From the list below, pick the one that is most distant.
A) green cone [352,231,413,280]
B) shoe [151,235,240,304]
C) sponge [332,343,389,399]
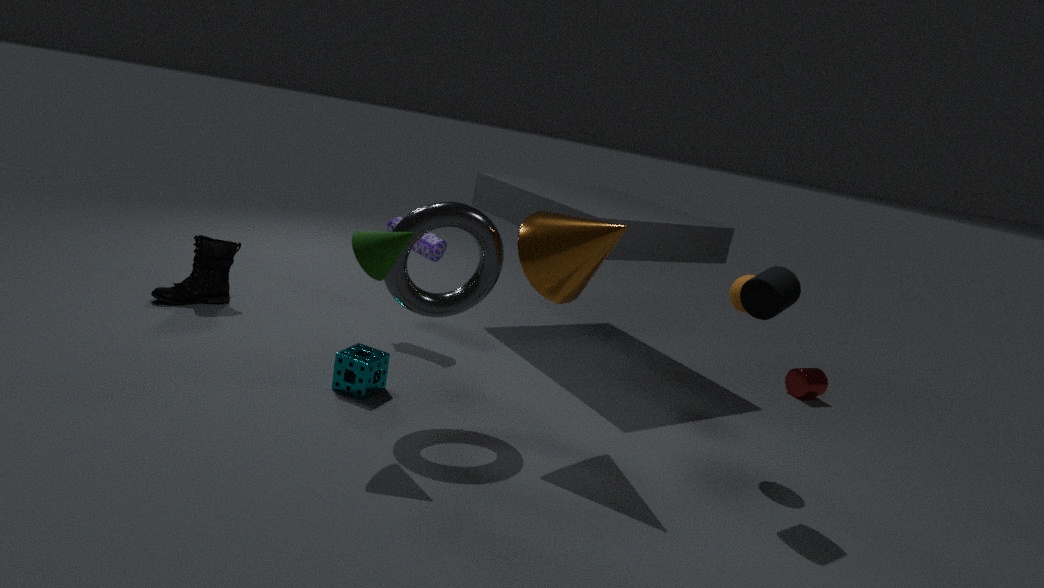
shoe [151,235,240,304]
